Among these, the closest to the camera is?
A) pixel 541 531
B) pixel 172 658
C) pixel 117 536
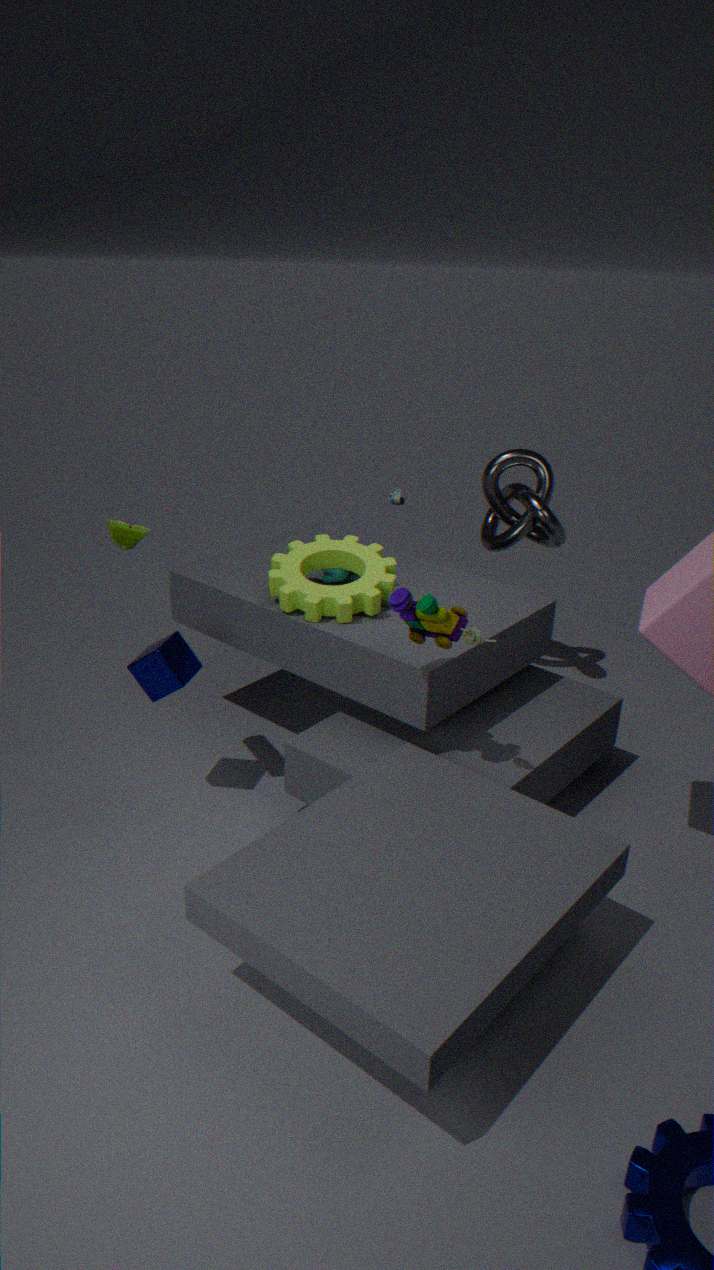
pixel 117 536
